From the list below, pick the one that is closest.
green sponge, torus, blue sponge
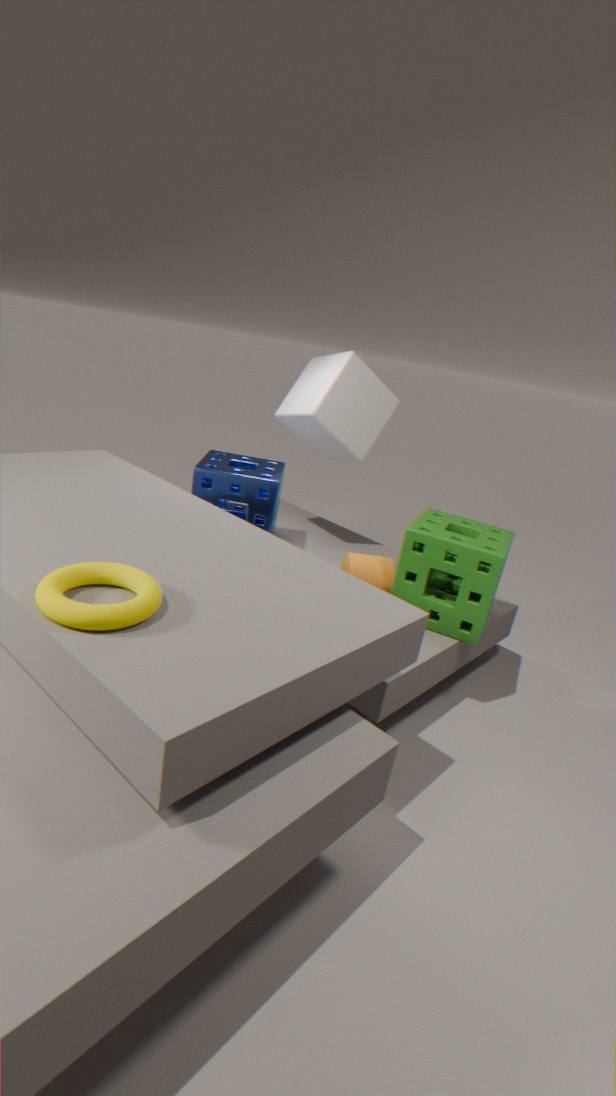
torus
